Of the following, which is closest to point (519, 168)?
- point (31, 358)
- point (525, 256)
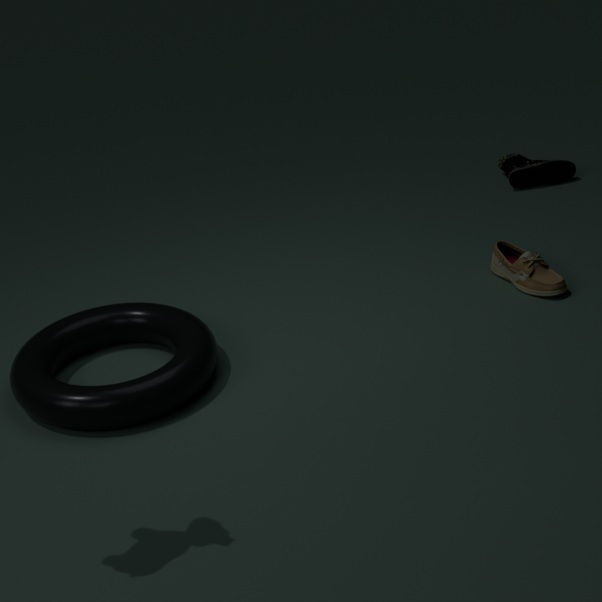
point (525, 256)
